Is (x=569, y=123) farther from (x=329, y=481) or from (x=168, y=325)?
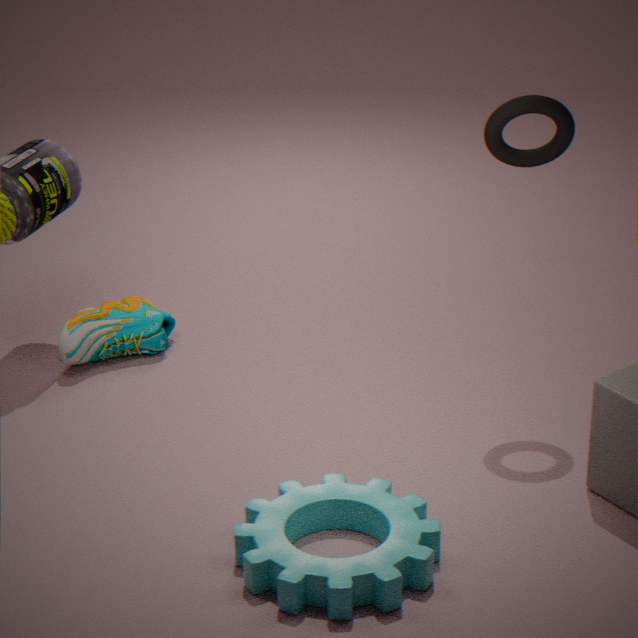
(x=168, y=325)
